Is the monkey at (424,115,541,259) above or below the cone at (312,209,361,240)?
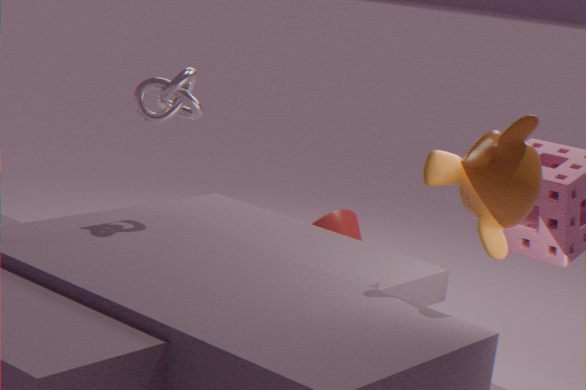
above
